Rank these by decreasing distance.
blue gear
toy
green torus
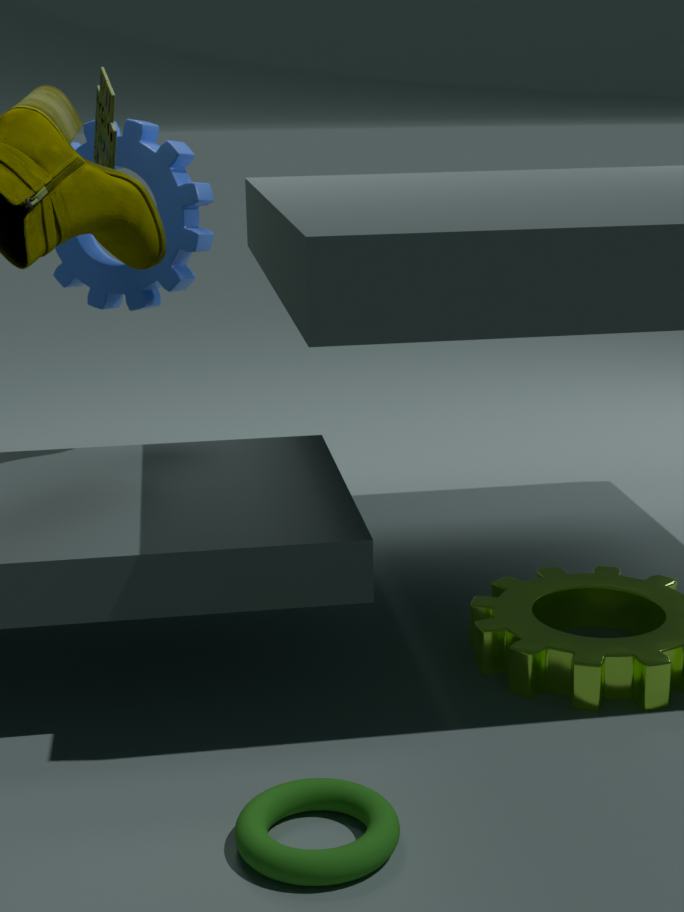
blue gear, toy, green torus
